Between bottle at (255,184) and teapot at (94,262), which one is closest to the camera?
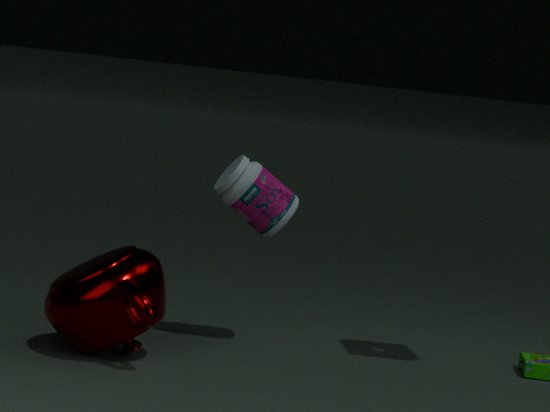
teapot at (94,262)
